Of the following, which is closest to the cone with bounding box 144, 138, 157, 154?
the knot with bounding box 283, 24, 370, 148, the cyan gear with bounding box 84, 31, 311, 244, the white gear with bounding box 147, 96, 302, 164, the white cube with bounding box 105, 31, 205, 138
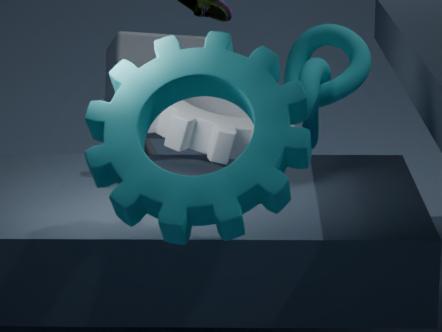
the white cube with bounding box 105, 31, 205, 138
